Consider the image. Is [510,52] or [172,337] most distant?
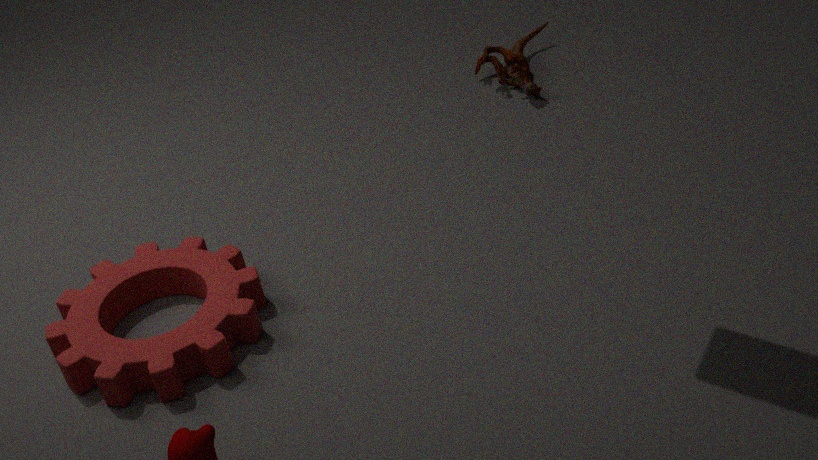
[510,52]
